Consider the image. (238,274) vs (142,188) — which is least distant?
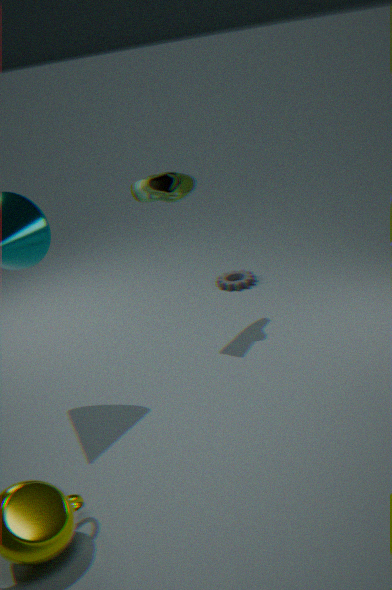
(142,188)
